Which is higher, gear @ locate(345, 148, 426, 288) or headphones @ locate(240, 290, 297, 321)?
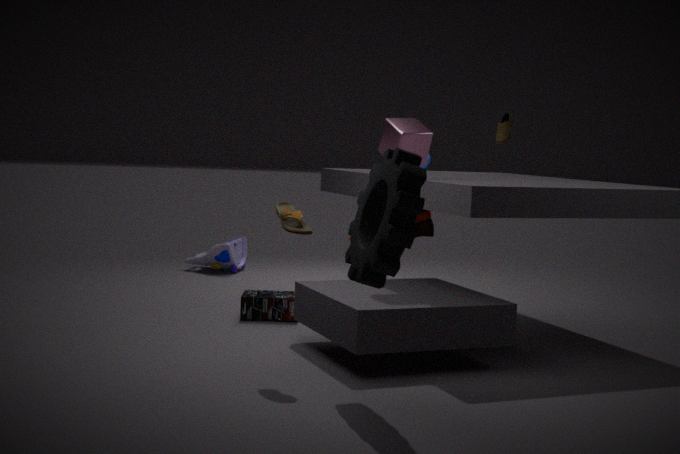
gear @ locate(345, 148, 426, 288)
